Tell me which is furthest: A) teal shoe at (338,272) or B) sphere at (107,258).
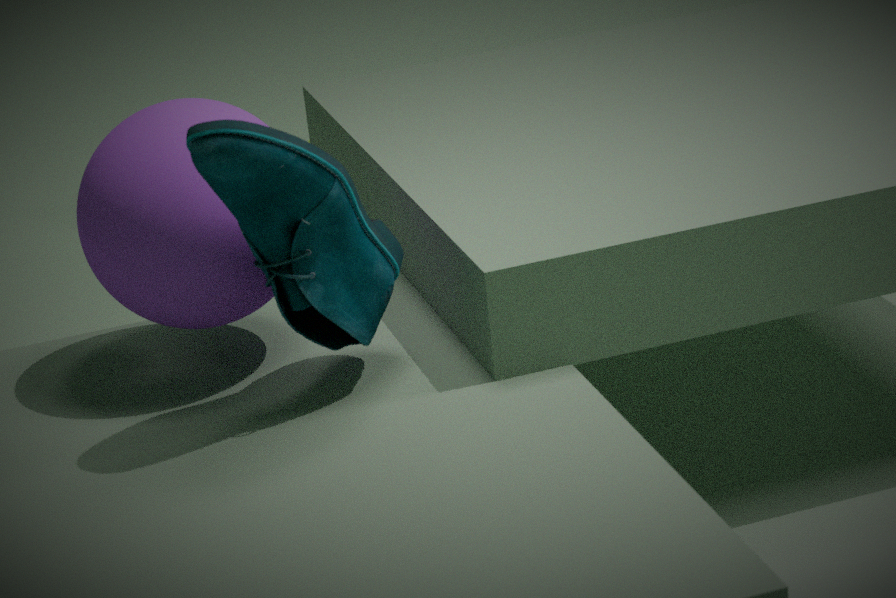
B. sphere at (107,258)
